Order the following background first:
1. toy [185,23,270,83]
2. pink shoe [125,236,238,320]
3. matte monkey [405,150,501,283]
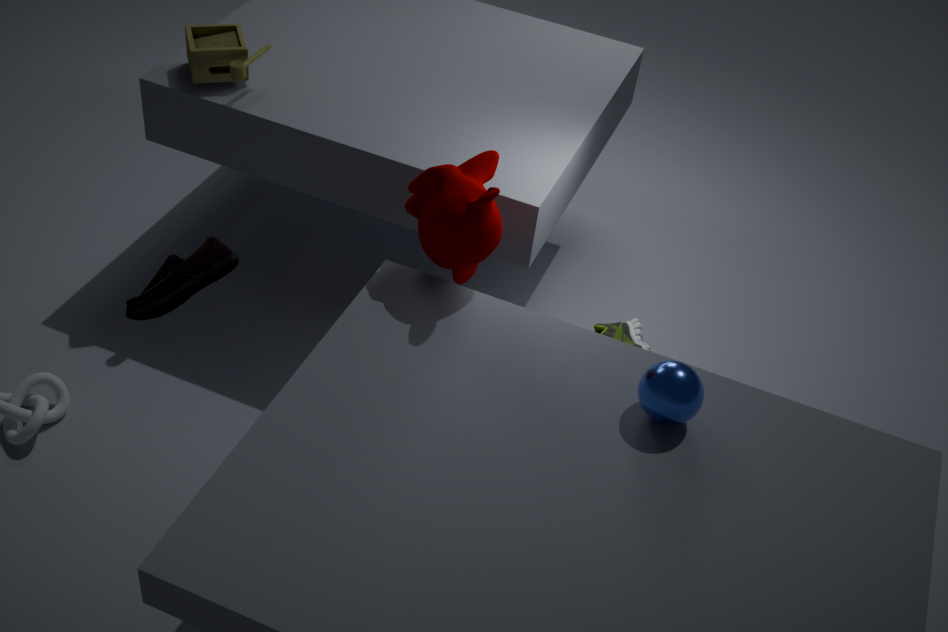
toy [185,23,270,83] < matte monkey [405,150,501,283] < pink shoe [125,236,238,320]
